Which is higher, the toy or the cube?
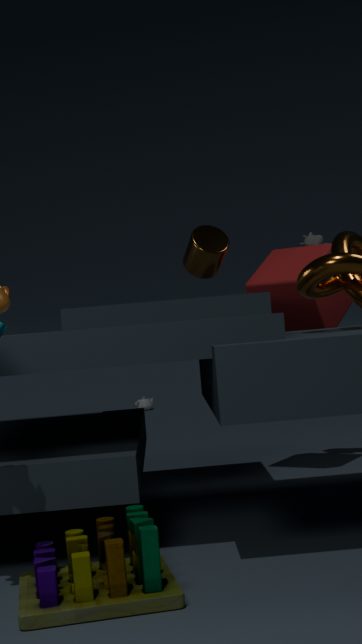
the cube
